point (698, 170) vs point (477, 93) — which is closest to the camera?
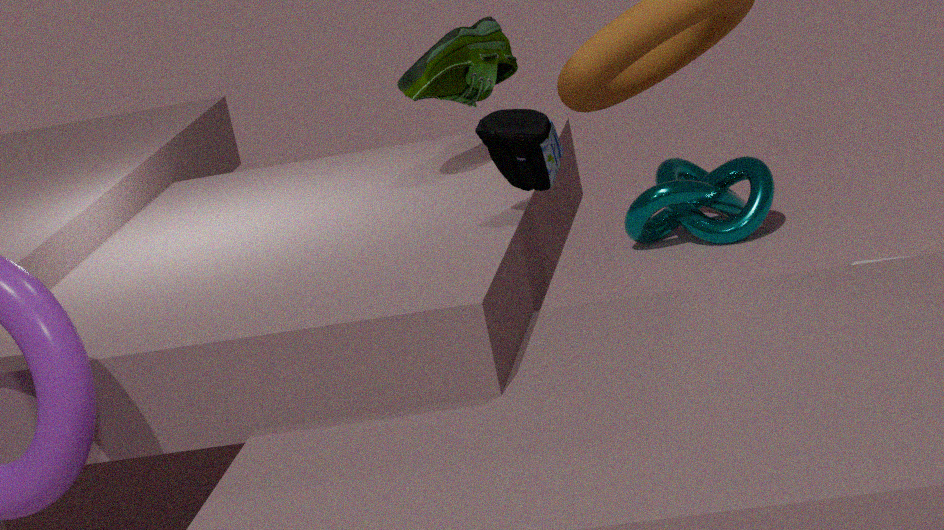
point (477, 93)
